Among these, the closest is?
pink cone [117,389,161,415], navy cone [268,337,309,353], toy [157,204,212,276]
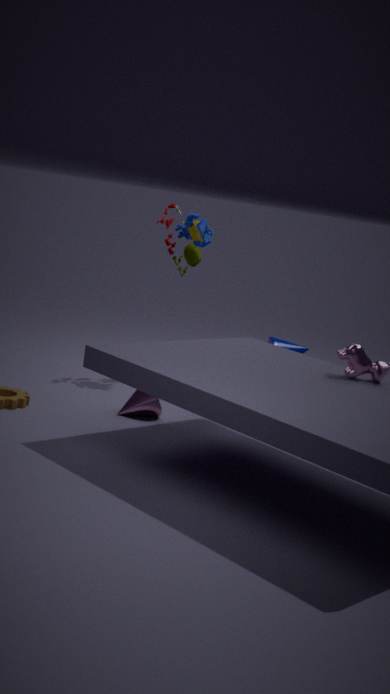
pink cone [117,389,161,415]
